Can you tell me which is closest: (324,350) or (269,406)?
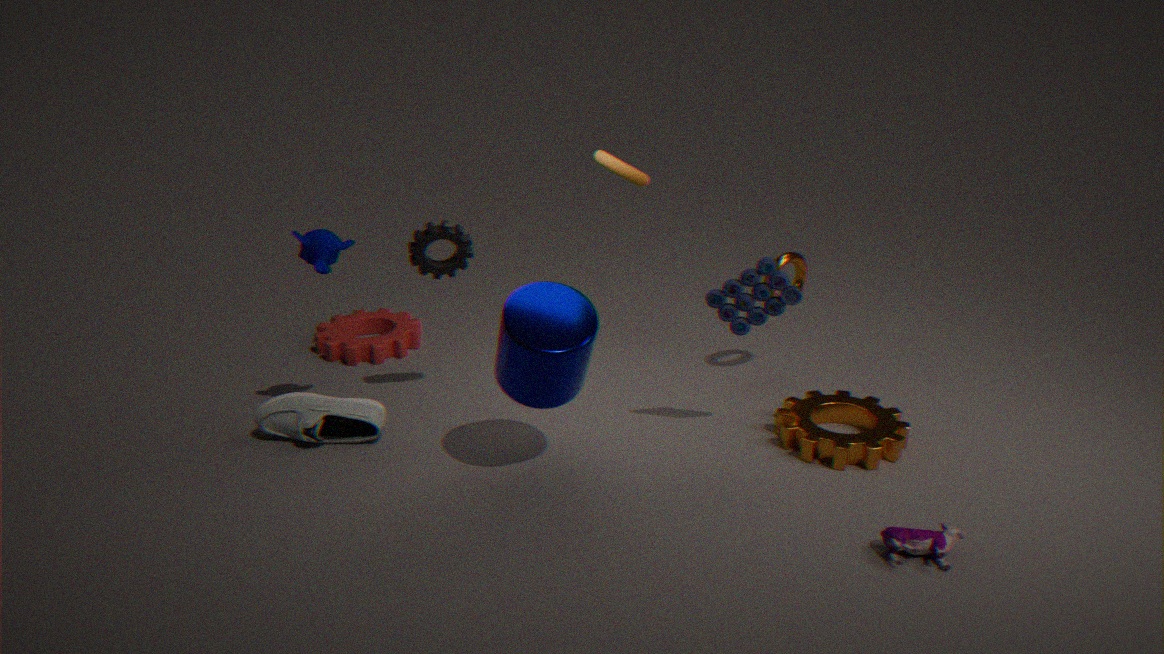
(269,406)
